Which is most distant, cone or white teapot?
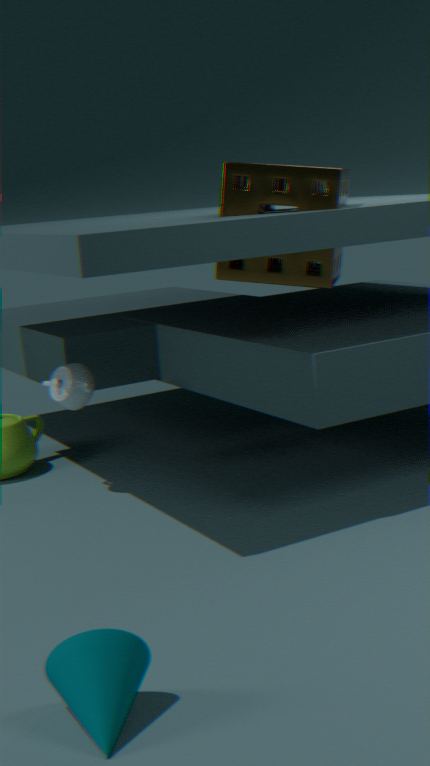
white teapot
